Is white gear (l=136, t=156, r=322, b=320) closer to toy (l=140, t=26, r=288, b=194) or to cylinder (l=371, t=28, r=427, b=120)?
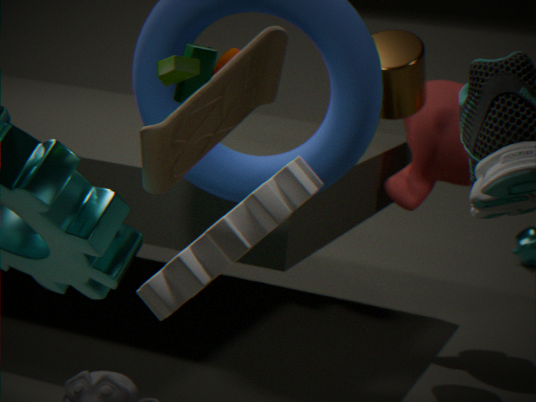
toy (l=140, t=26, r=288, b=194)
